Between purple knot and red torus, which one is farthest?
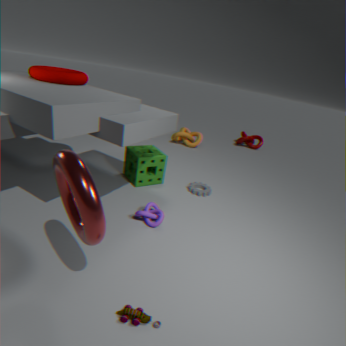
purple knot
